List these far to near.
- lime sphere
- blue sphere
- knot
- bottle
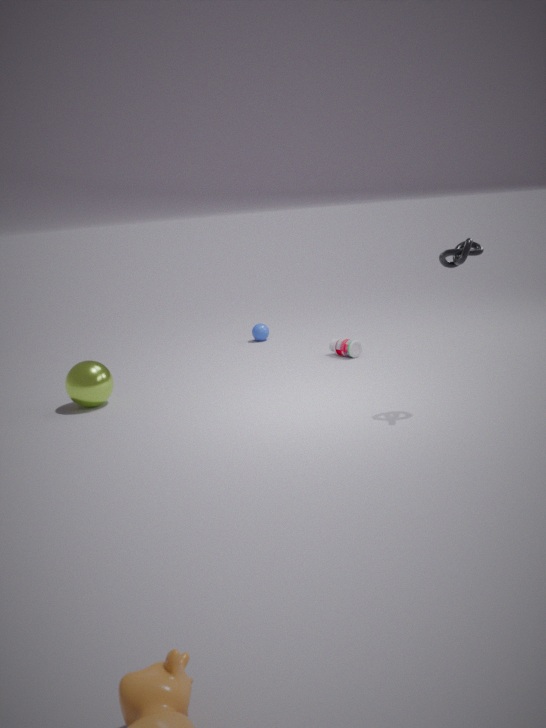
1. blue sphere
2. bottle
3. lime sphere
4. knot
